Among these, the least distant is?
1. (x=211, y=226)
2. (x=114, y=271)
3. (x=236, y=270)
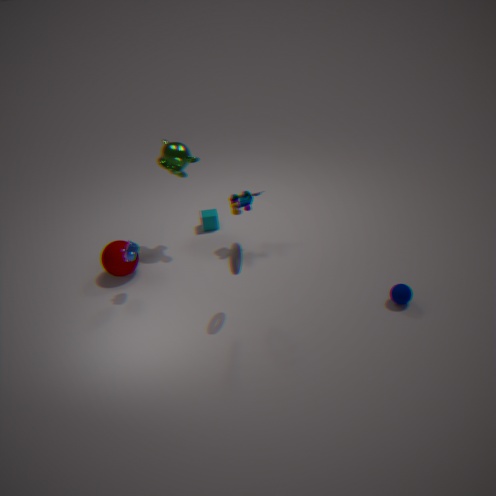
(x=236, y=270)
